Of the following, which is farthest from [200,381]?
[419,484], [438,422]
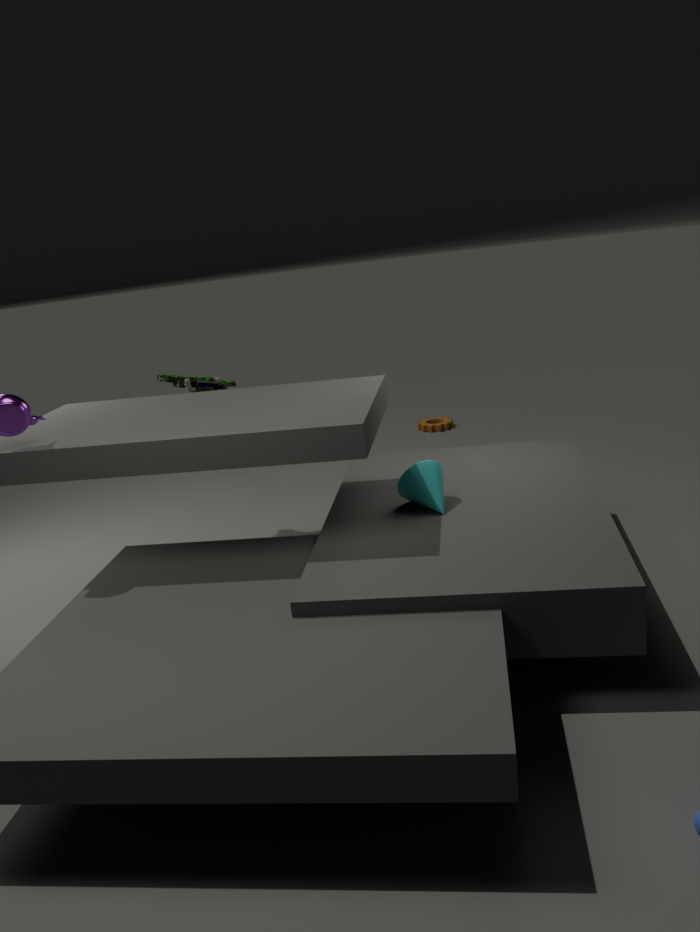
[438,422]
